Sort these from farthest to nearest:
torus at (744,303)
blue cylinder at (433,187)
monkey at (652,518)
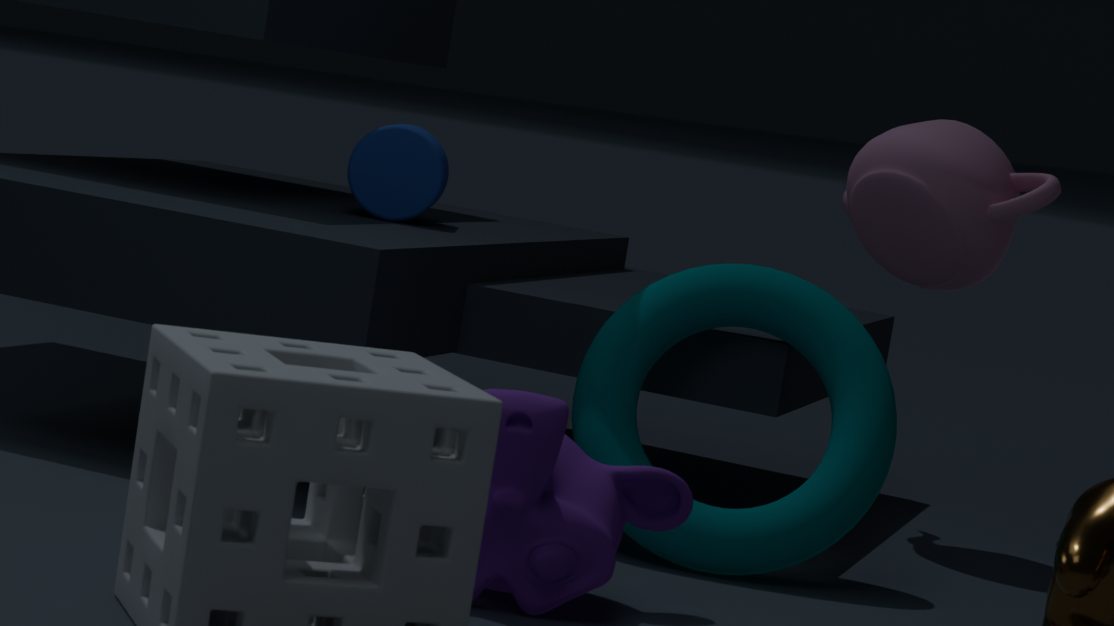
blue cylinder at (433,187), torus at (744,303), monkey at (652,518)
